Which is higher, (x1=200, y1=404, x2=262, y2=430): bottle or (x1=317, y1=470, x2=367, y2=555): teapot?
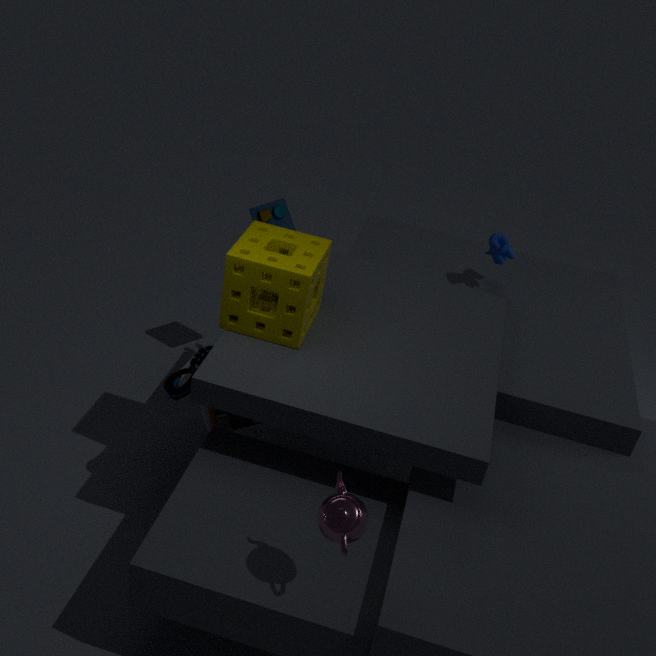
(x1=317, y1=470, x2=367, y2=555): teapot
